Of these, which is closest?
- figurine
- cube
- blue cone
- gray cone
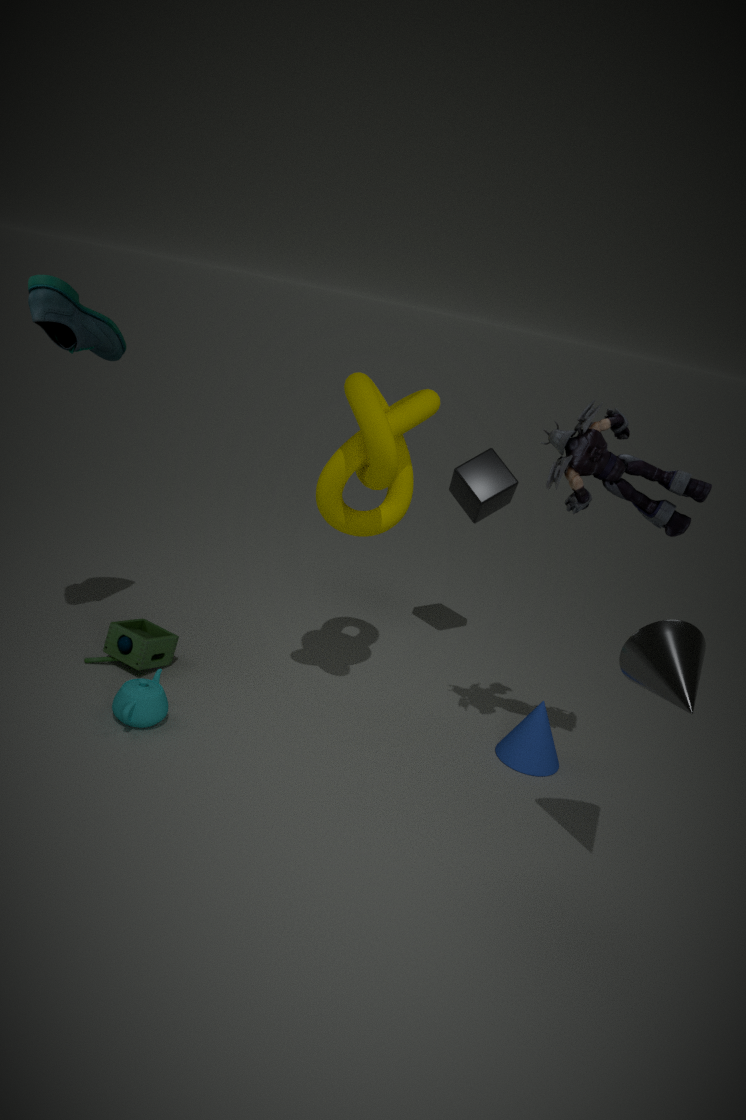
gray cone
